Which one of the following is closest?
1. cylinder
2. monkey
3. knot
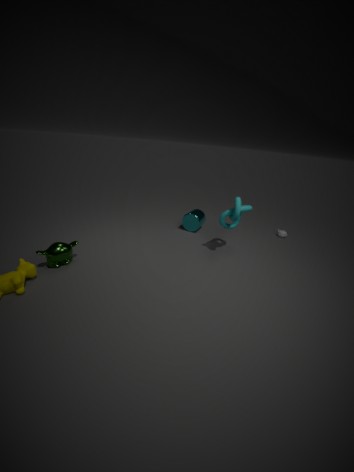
monkey
